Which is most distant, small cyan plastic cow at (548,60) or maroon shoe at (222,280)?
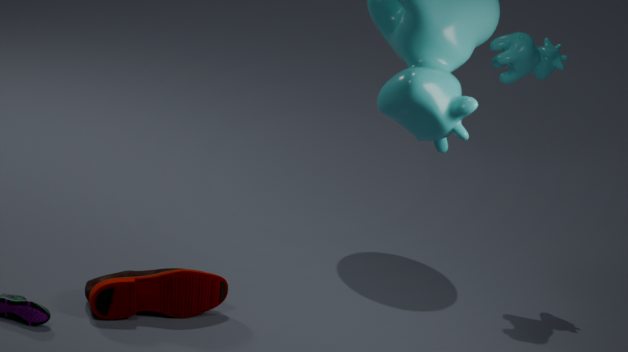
small cyan plastic cow at (548,60)
